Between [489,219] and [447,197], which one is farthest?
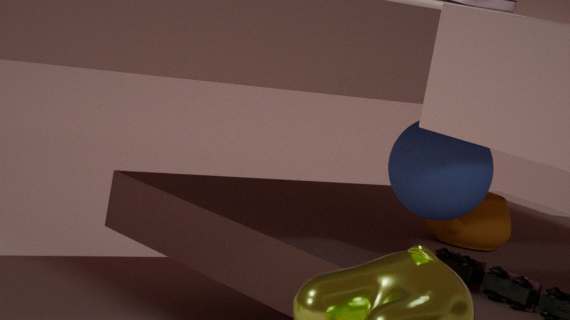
[489,219]
